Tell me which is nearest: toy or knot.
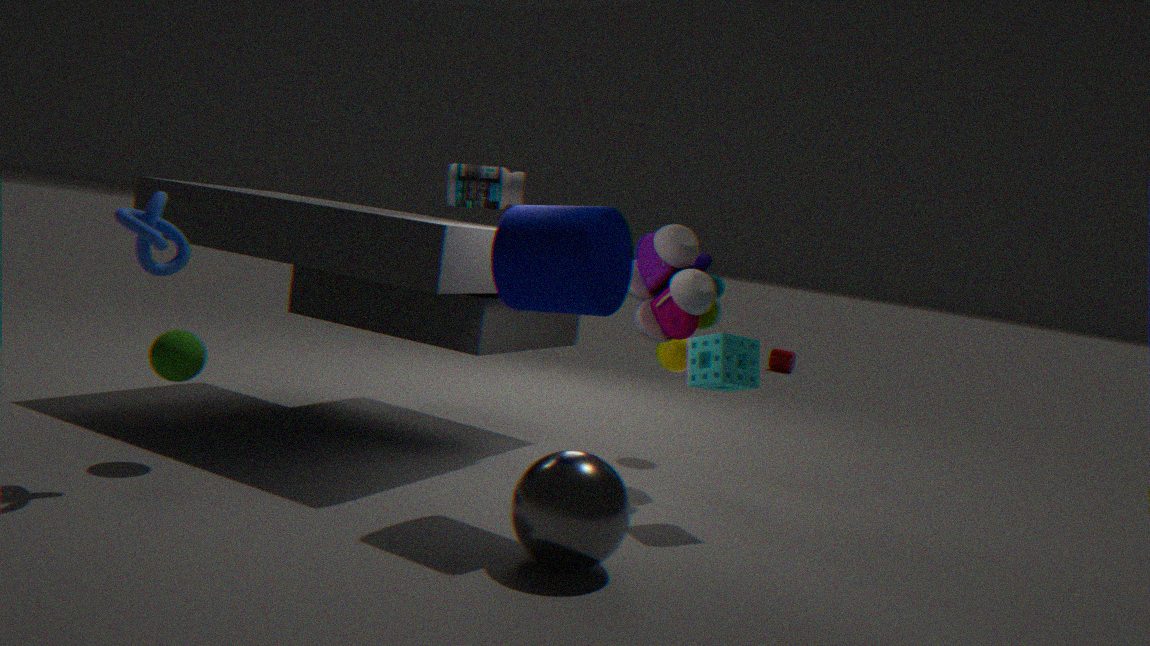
knot
